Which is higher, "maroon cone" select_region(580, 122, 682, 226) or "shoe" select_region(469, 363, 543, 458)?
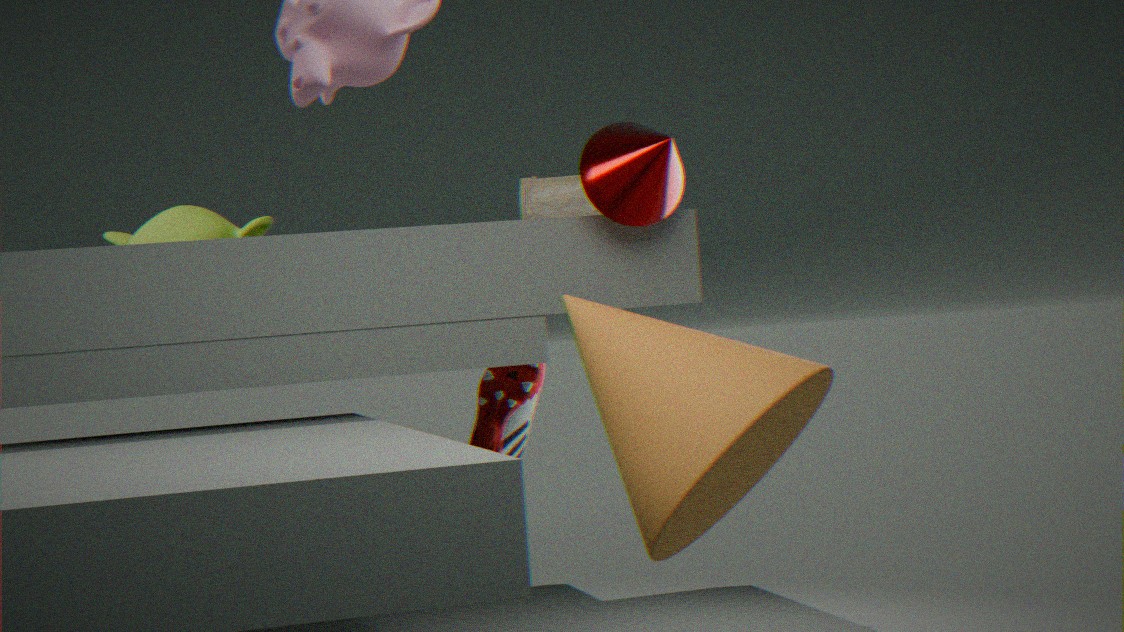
"maroon cone" select_region(580, 122, 682, 226)
